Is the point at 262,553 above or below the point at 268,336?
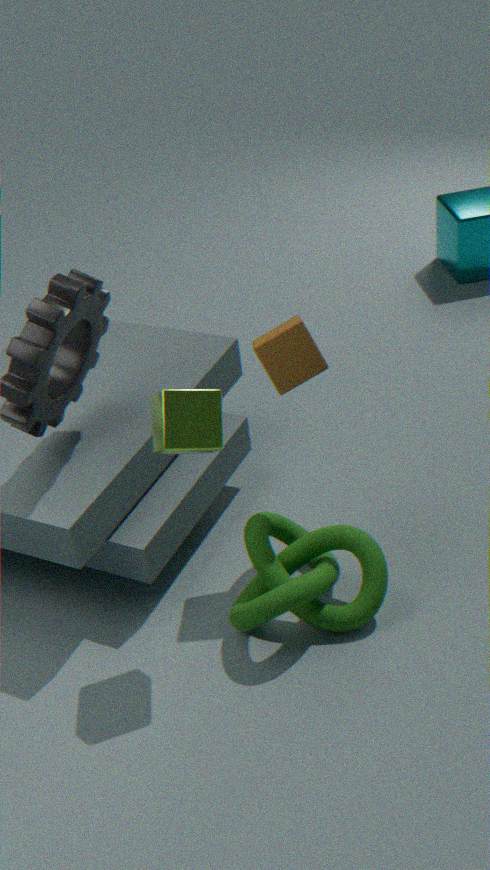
below
